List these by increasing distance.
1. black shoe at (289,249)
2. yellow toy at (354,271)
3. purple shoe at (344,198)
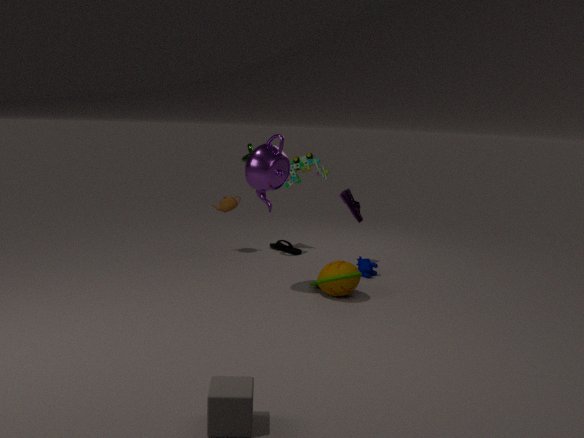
yellow toy at (354,271)
purple shoe at (344,198)
black shoe at (289,249)
